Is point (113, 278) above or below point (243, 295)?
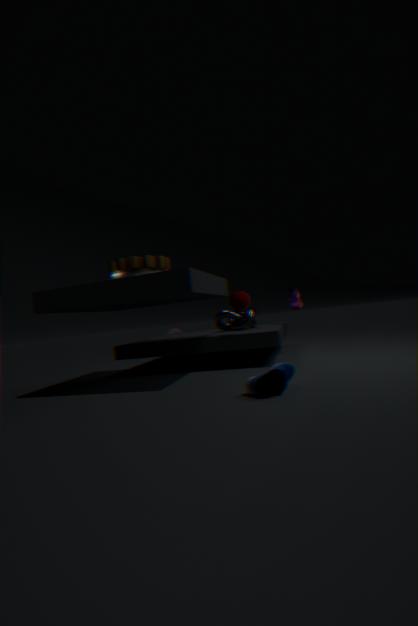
above
